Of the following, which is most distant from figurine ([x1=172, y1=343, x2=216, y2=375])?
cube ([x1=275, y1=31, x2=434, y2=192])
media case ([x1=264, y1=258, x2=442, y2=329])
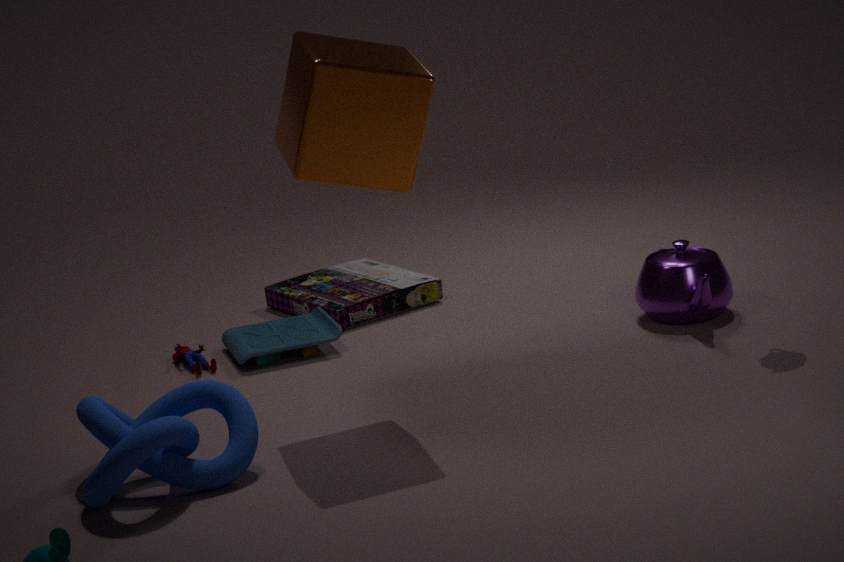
cube ([x1=275, y1=31, x2=434, y2=192])
